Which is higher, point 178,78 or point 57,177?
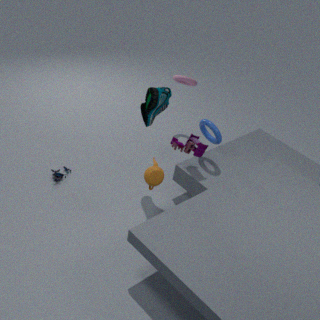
point 178,78
